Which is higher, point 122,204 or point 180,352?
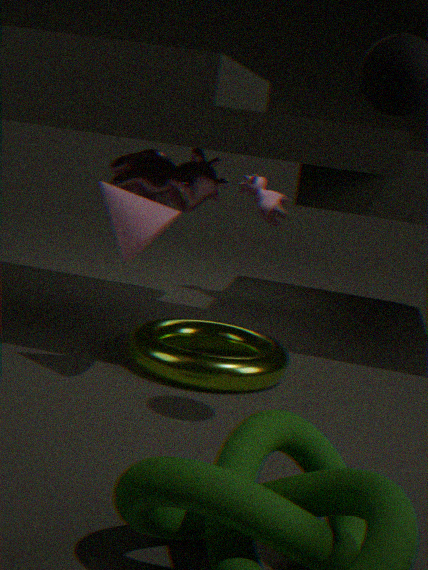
point 122,204
